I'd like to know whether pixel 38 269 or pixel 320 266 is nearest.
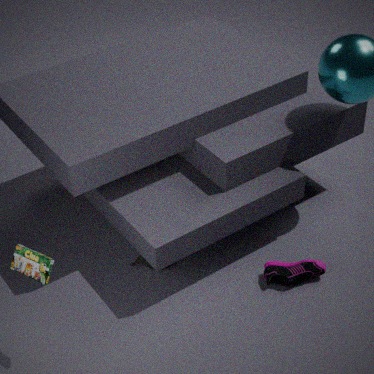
pixel 38 269
